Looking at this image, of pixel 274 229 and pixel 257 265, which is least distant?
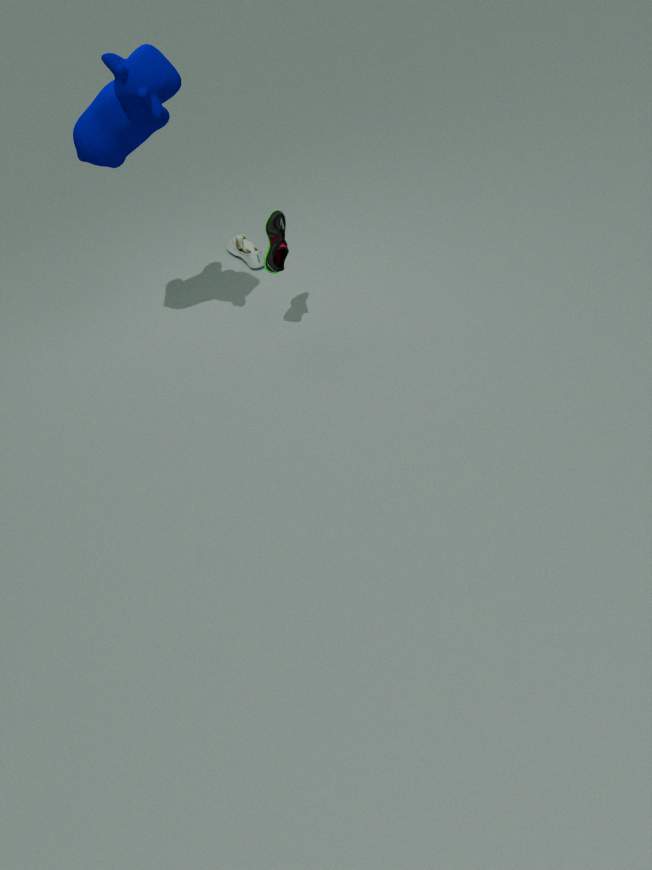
pixel 274 229
